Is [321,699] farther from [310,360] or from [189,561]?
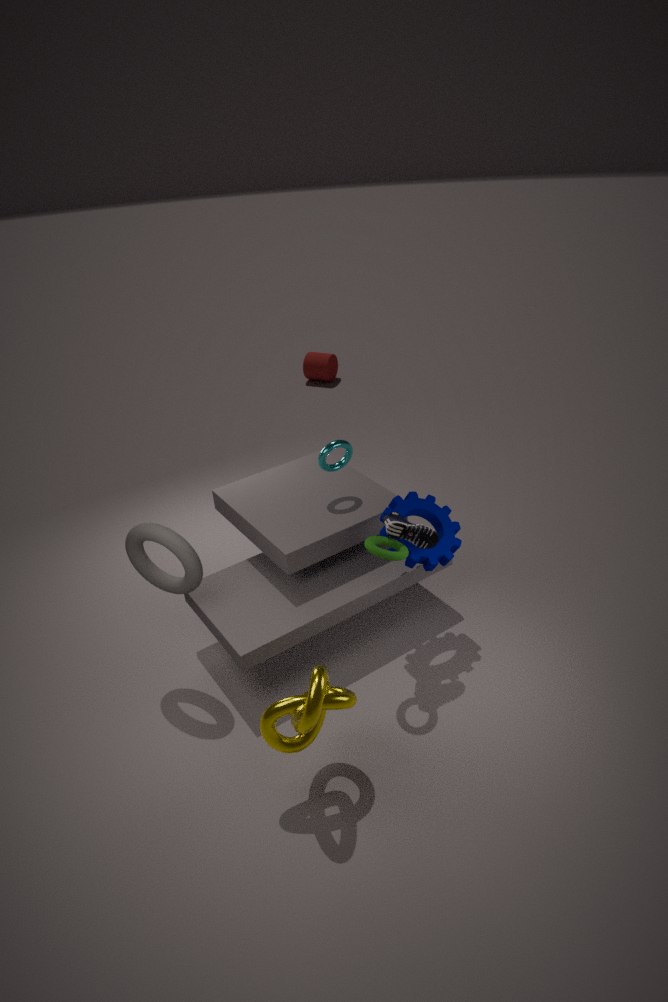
[310,360]
